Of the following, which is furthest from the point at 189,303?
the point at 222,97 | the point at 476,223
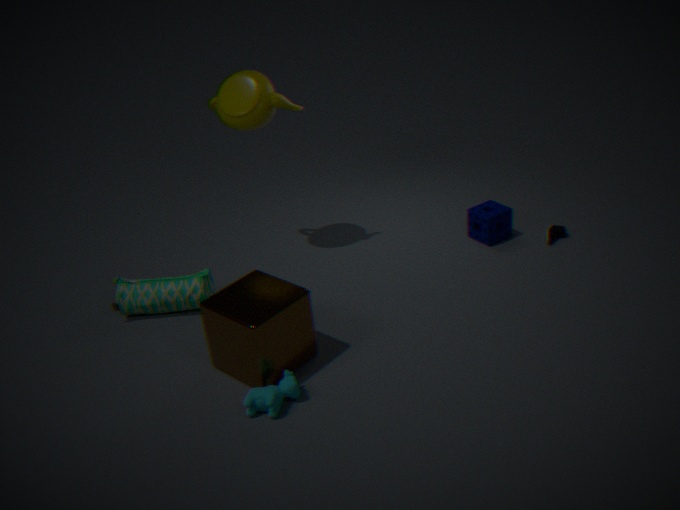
the point at 476,223
